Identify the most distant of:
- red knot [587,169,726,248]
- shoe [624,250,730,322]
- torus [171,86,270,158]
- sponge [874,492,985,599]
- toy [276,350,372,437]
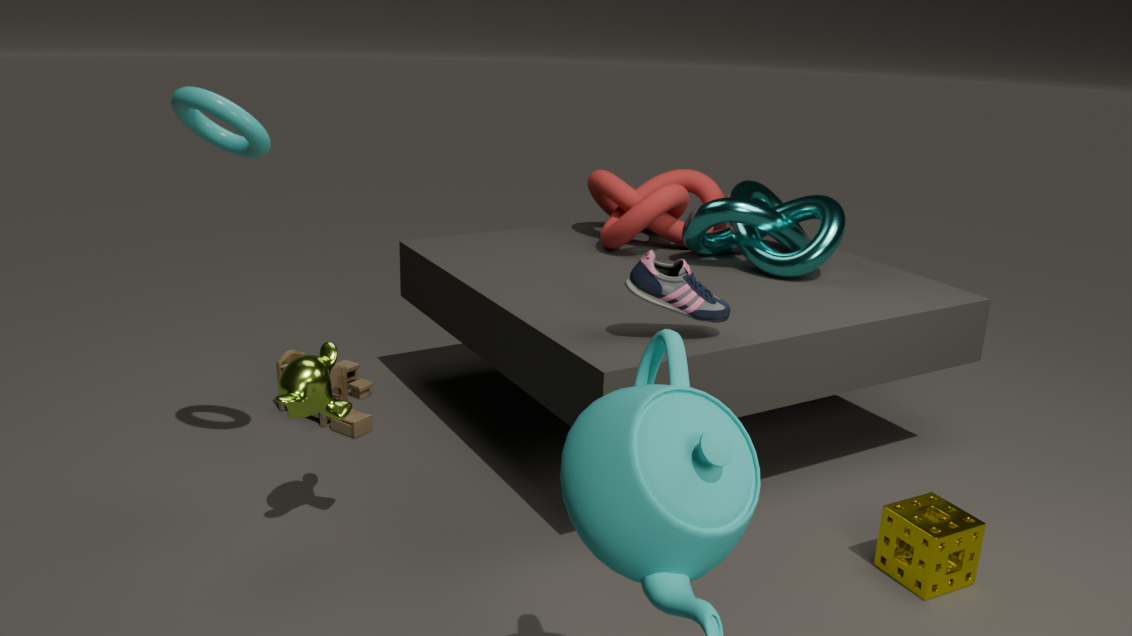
red knot [587,169,726,248]
